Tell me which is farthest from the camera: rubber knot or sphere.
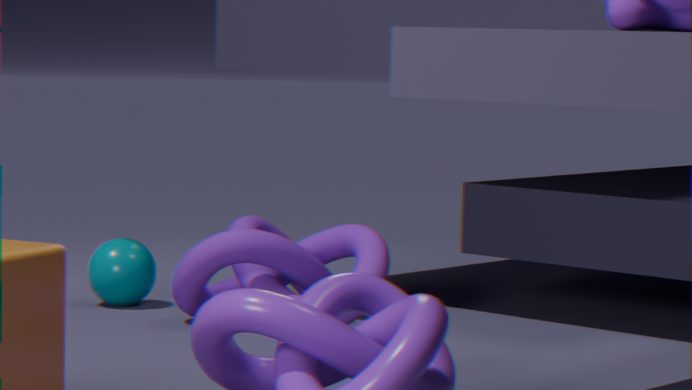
sphere
